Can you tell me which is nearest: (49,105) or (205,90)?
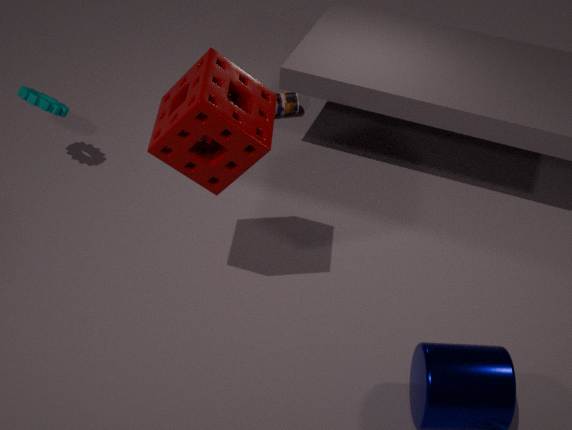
(205,90)
